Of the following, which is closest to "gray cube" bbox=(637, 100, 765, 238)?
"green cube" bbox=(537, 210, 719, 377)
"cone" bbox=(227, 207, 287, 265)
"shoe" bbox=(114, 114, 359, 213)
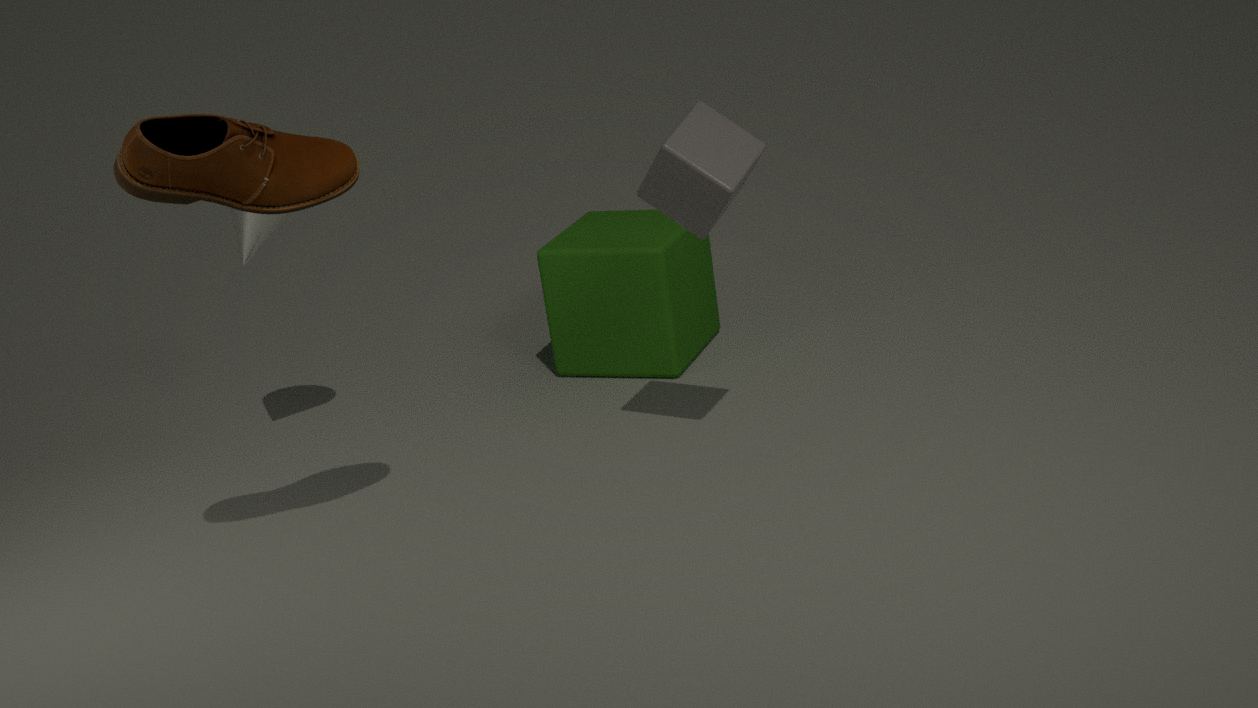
"green cube" bbox=(537, 210, 719, 377)
